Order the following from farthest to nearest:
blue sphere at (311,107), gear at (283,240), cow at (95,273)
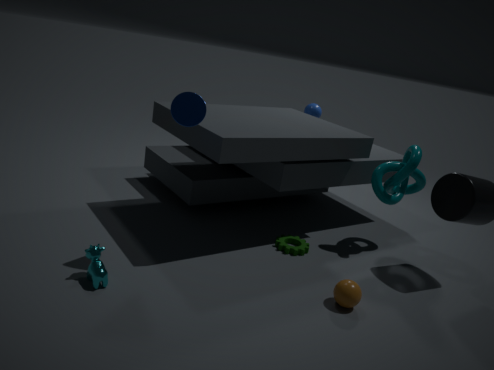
blue sphere at (311,107) → gear at (283,240) → cow at (95,273)
